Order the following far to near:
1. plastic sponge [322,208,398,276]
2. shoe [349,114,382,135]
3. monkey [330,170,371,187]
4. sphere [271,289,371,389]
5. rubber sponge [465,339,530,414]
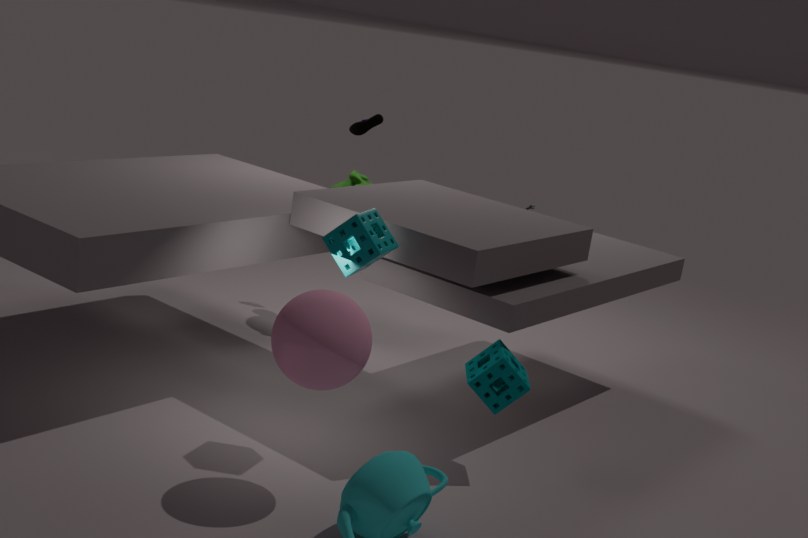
shoe [349,114,382,135] < monkey [330,170,371,187] < rubber sponge [465,339,530,414] < plastic sponge [322,208,398,276] < sphere [271,289,371,389]
